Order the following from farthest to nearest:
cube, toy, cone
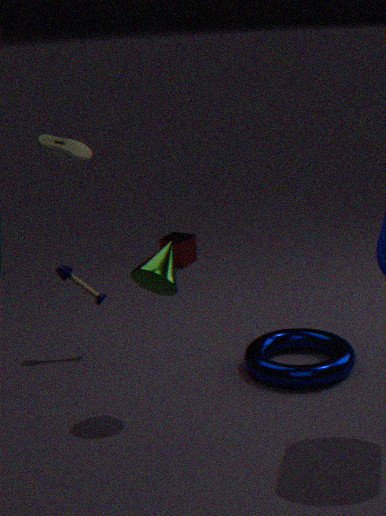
1. cube
2. toy
3. cone
